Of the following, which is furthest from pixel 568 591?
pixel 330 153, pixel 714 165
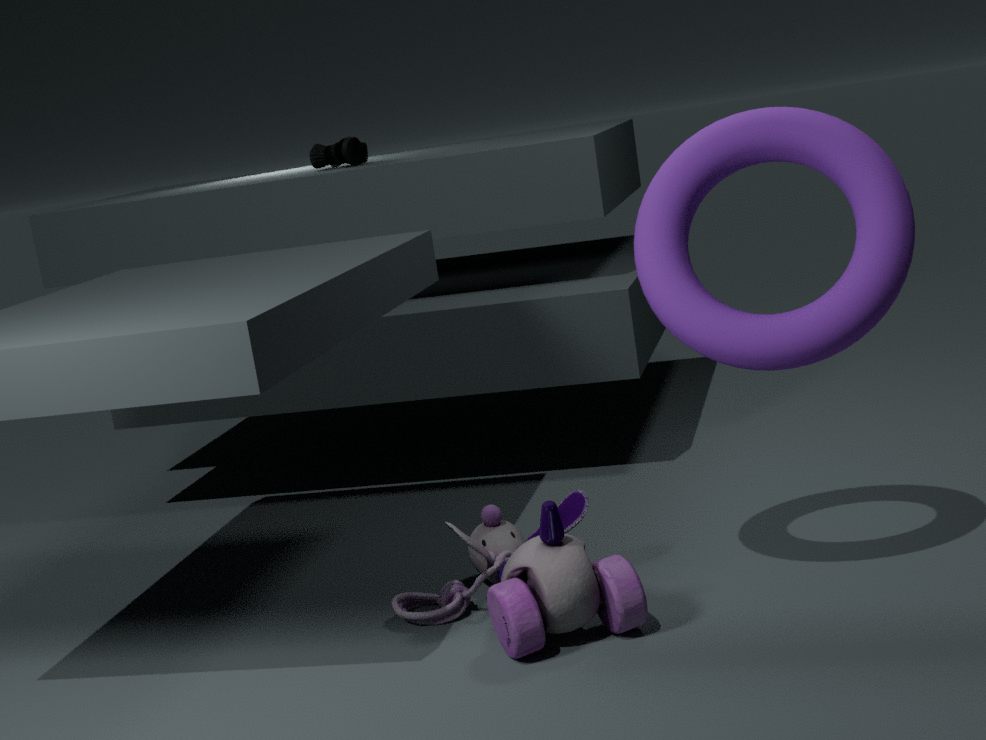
pixel 330 153
